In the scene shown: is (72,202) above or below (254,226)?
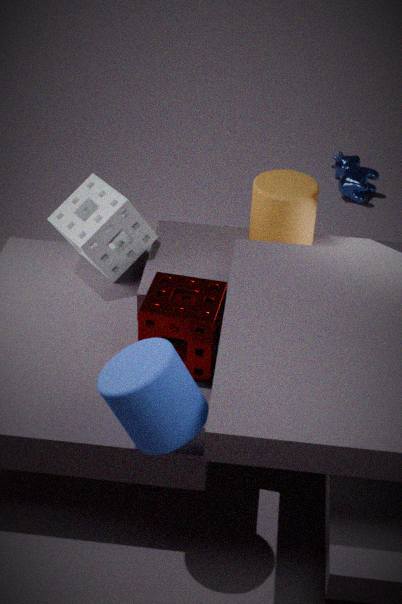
below
